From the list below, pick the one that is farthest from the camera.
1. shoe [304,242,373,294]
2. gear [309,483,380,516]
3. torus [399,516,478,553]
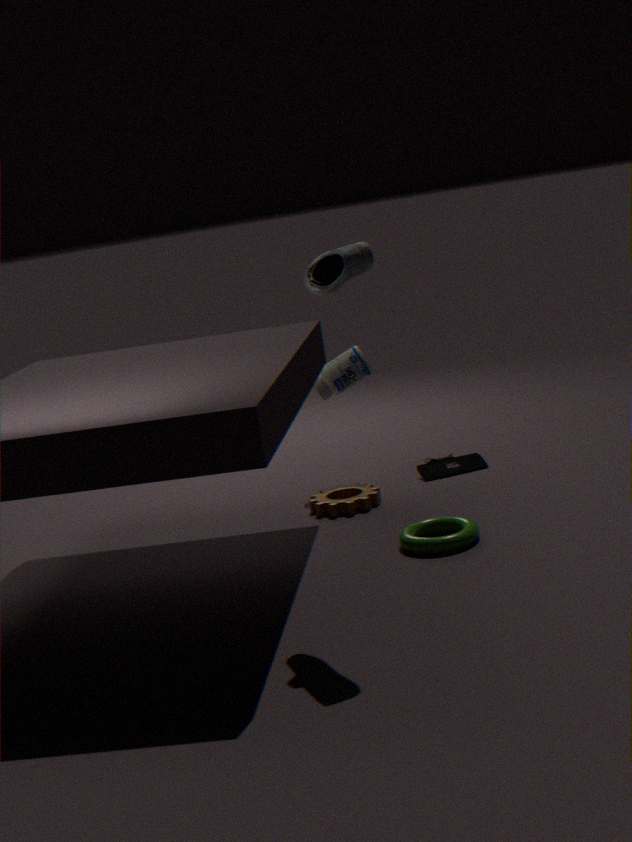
gear [309,483,380,516]
